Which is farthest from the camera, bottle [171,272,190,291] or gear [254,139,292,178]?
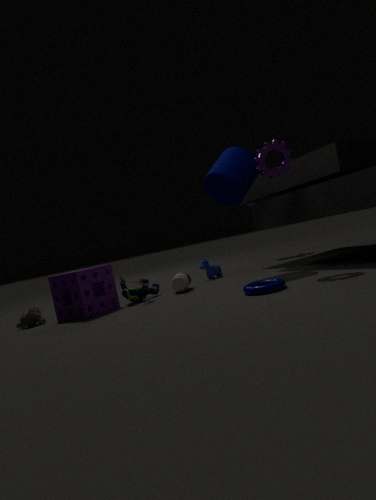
bottle [171,272,190,291]
